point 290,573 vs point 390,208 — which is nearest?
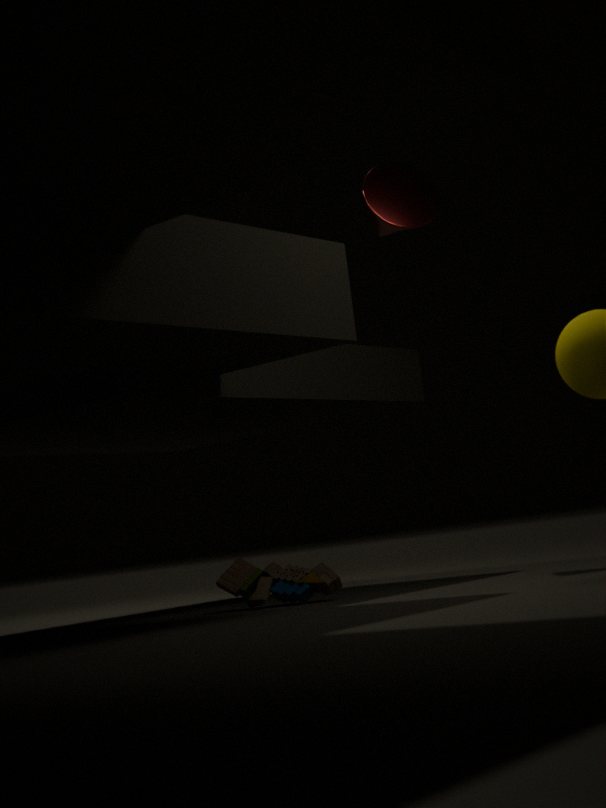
point 290,573
